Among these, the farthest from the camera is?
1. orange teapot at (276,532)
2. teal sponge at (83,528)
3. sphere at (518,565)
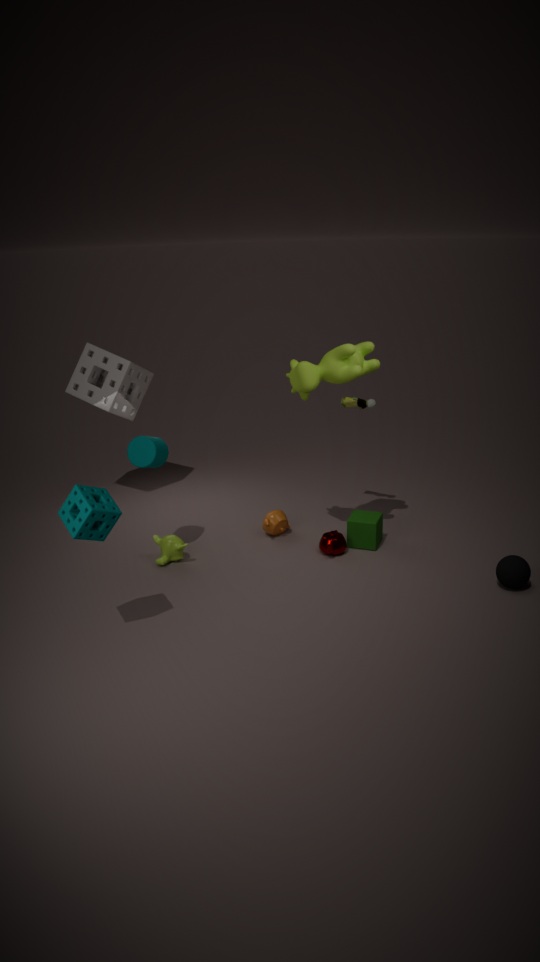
orange teapot at (276,532)
